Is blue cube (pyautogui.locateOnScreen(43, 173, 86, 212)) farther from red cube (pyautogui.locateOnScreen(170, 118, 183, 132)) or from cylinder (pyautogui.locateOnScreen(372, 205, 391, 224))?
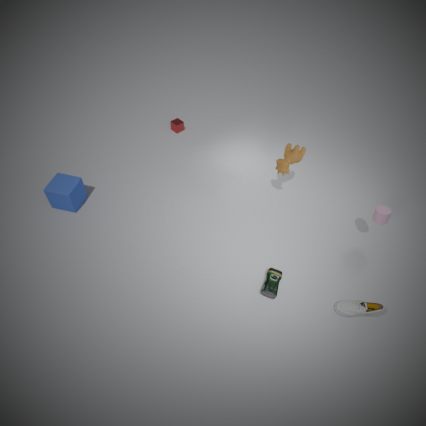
cylinder (pyautogui.locateOnScreen(372, 205, 391, 224))
